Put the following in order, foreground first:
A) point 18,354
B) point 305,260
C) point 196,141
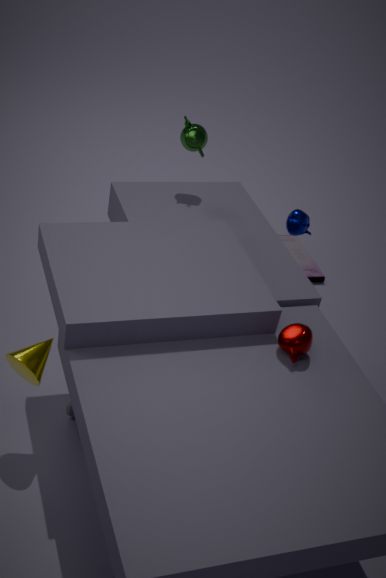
1. point 18,354
2. point 196,141
3. point 305,260
